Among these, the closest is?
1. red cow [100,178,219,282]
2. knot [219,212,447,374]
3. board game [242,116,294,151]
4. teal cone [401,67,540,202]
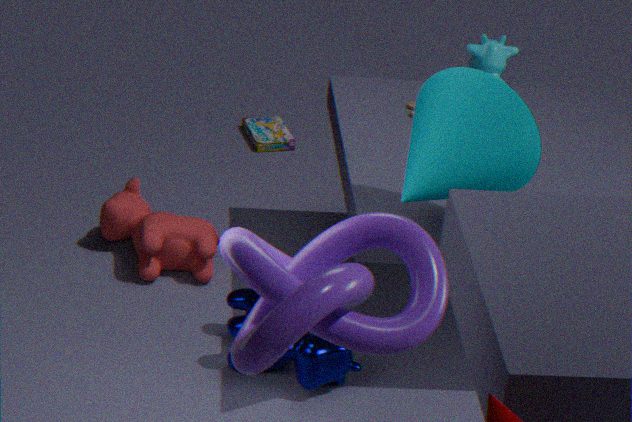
knot [219,212,447,374]
